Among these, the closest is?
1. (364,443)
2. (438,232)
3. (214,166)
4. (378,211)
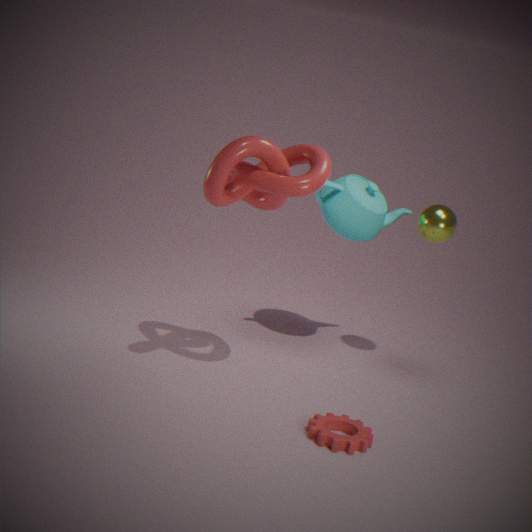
(214,166)
